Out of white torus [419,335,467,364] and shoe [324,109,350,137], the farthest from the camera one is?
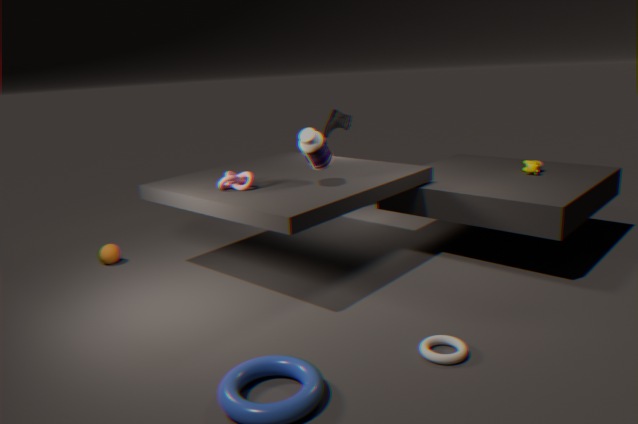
shoe [324,109,350,137]
